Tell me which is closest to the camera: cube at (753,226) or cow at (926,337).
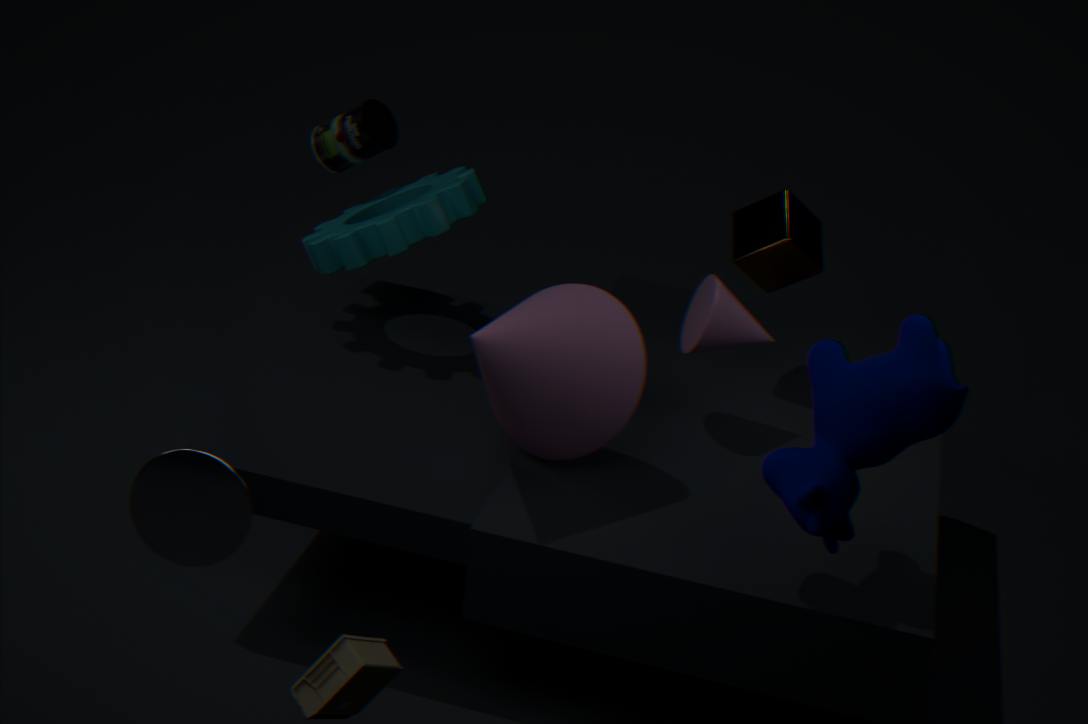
cow at (926,337)
